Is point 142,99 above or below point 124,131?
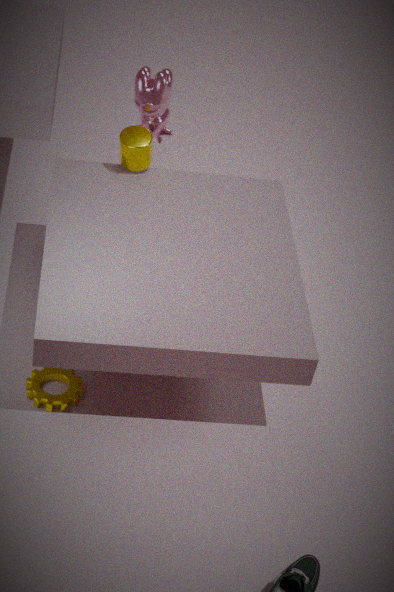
above
